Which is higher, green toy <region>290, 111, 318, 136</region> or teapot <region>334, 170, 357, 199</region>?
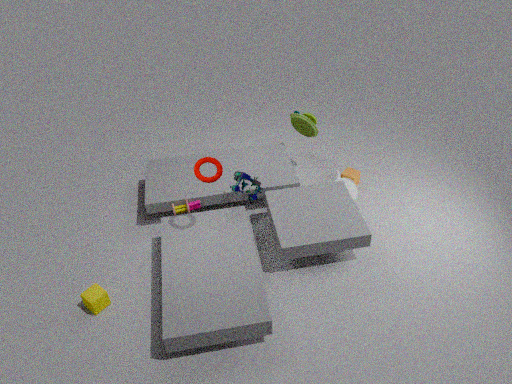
green toy <region>290, 111, 318, 136</region>
